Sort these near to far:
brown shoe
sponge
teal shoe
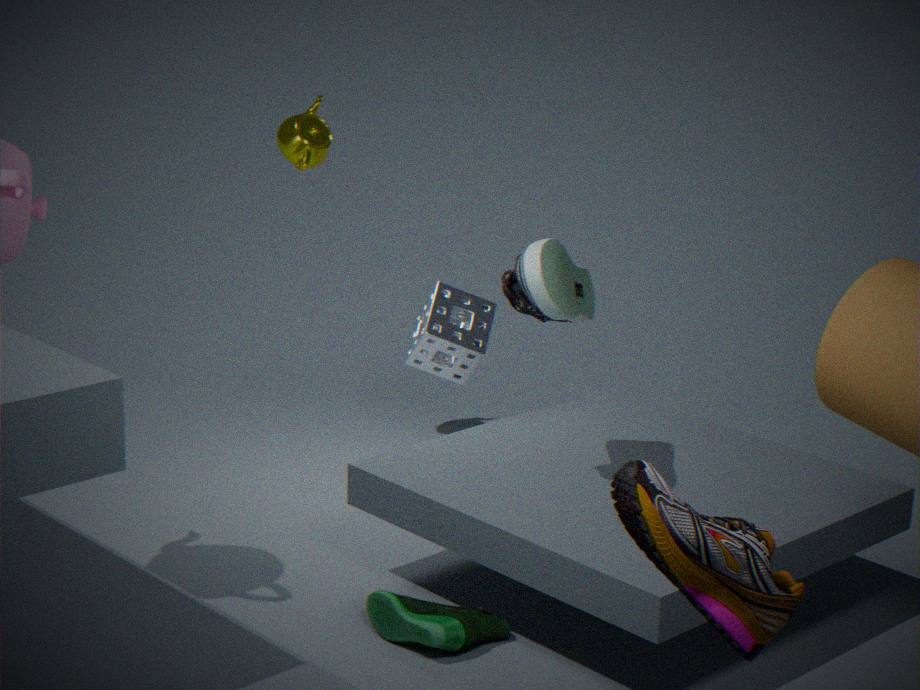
1. brown shoe
2. teal shoe
3. sponge
